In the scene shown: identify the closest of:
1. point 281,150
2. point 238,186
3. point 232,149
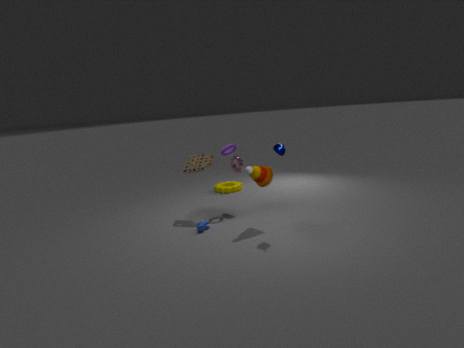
point 281,150
